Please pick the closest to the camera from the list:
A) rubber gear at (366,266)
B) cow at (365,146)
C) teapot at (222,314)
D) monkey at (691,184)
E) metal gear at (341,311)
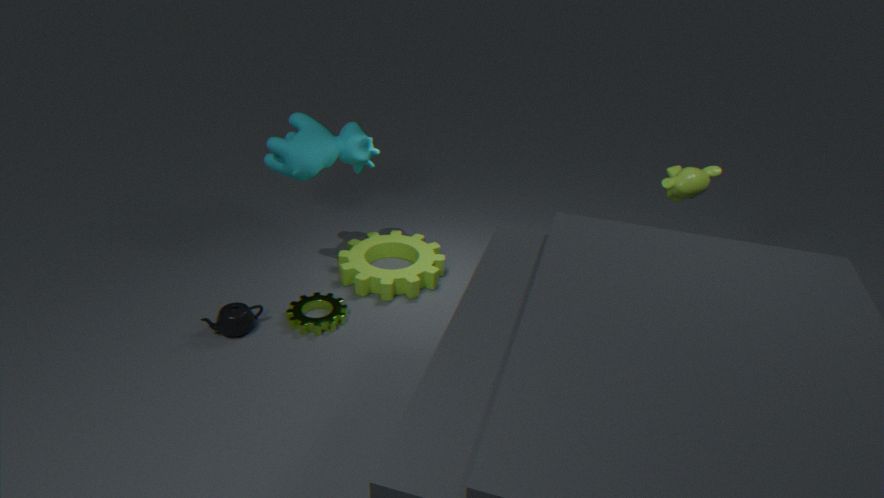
monkey at (691,184)
